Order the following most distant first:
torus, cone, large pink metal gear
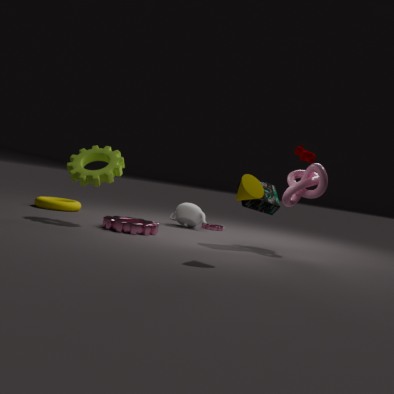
1. torus
2. large pink metal gear
3. cone
